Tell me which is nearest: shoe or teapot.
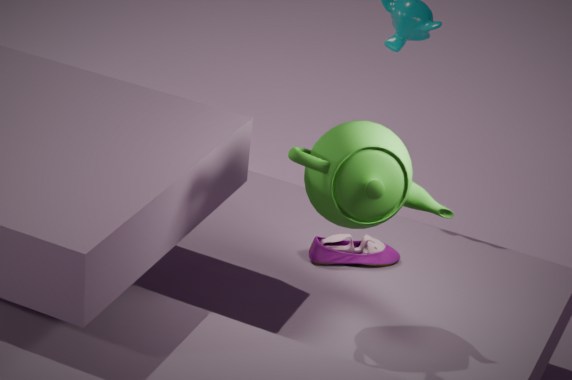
teapot
